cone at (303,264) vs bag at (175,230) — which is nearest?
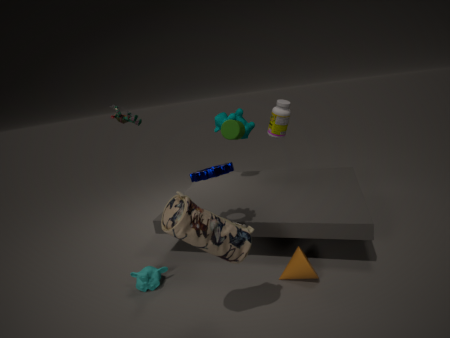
bag at (175,230)
